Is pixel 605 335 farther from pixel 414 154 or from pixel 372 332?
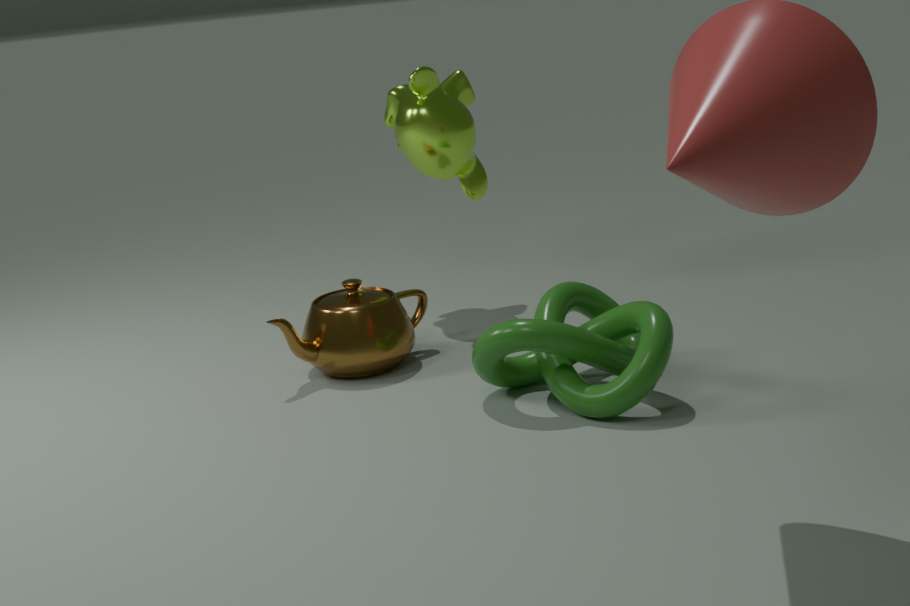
pixel 414 154
